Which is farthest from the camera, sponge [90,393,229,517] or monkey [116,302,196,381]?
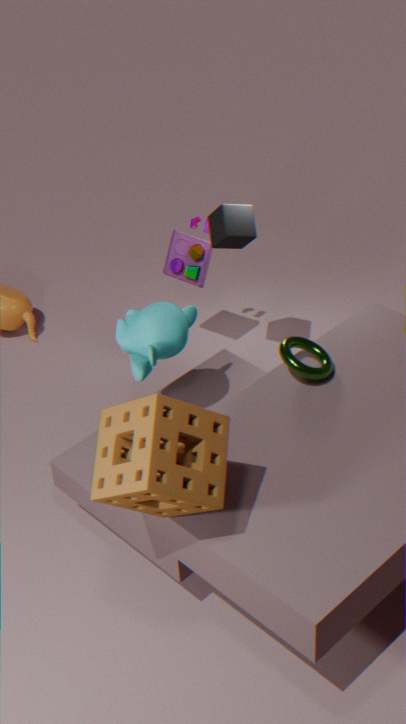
monkey [116,302,196,381]
